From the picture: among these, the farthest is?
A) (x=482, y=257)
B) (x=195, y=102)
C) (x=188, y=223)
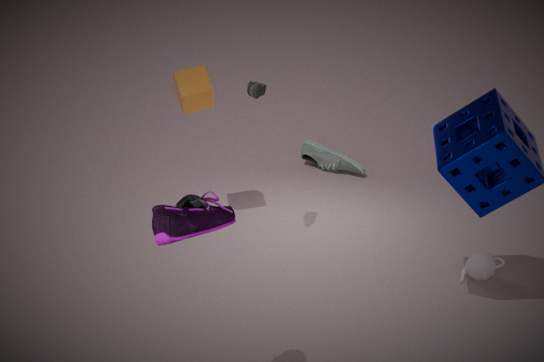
(x=195, y=102)
